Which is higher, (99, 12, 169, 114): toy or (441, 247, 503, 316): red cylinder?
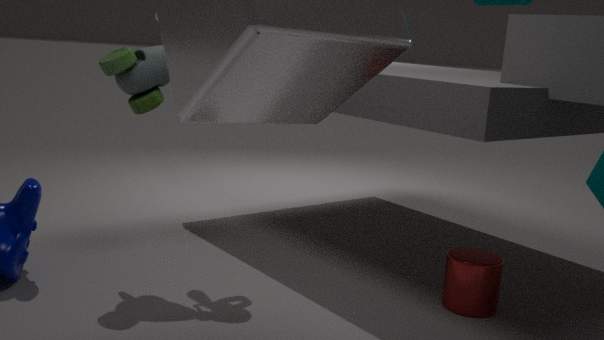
(99, 12, 169, 114): toy
